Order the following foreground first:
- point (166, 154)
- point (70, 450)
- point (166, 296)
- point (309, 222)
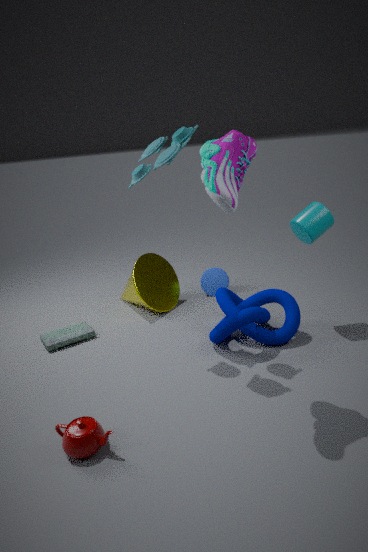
point (70, 450)
point (166, 154)
point (309, 222)
point (166, 296)
